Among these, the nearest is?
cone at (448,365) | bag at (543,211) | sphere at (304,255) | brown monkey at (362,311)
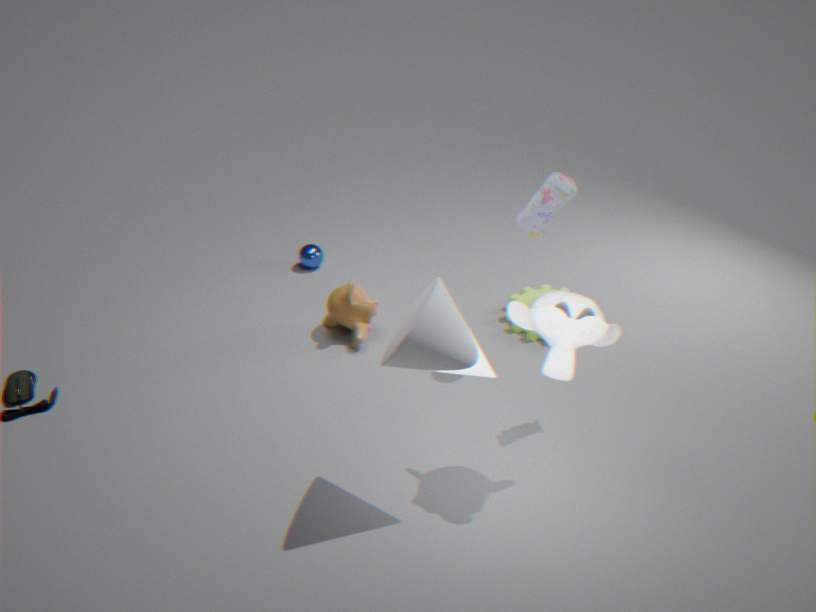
cone at (448,365)
